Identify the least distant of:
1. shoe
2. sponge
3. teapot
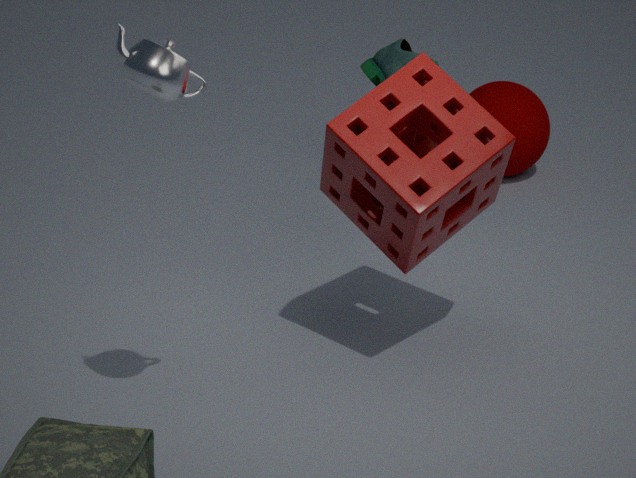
teapot
